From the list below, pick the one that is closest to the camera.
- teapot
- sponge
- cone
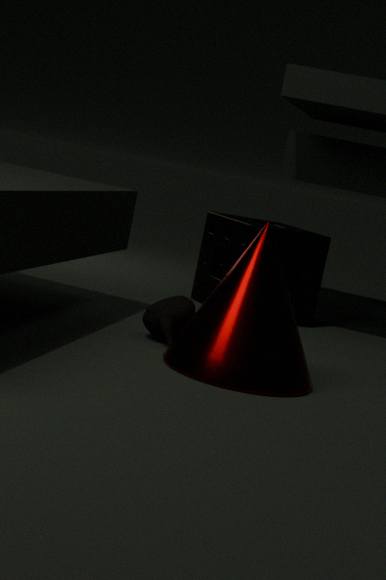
cone
